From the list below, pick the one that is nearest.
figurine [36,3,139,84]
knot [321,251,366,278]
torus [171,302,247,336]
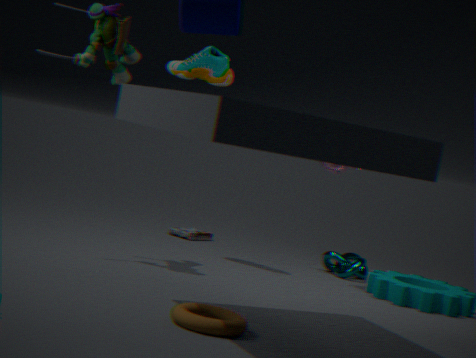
torus [171,302,247,336]
